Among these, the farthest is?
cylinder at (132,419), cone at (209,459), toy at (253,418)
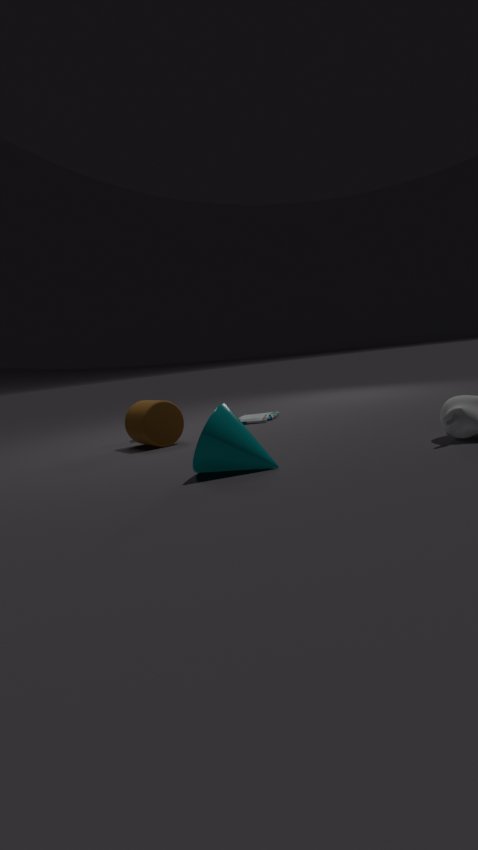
toy at (253,418)
